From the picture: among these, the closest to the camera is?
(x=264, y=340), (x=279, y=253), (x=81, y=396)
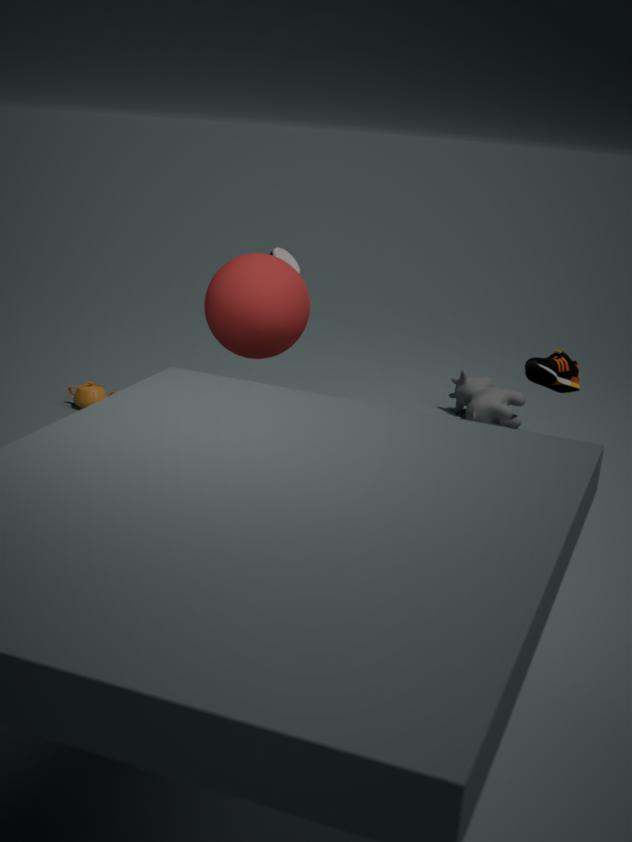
(x=264, y=340)
